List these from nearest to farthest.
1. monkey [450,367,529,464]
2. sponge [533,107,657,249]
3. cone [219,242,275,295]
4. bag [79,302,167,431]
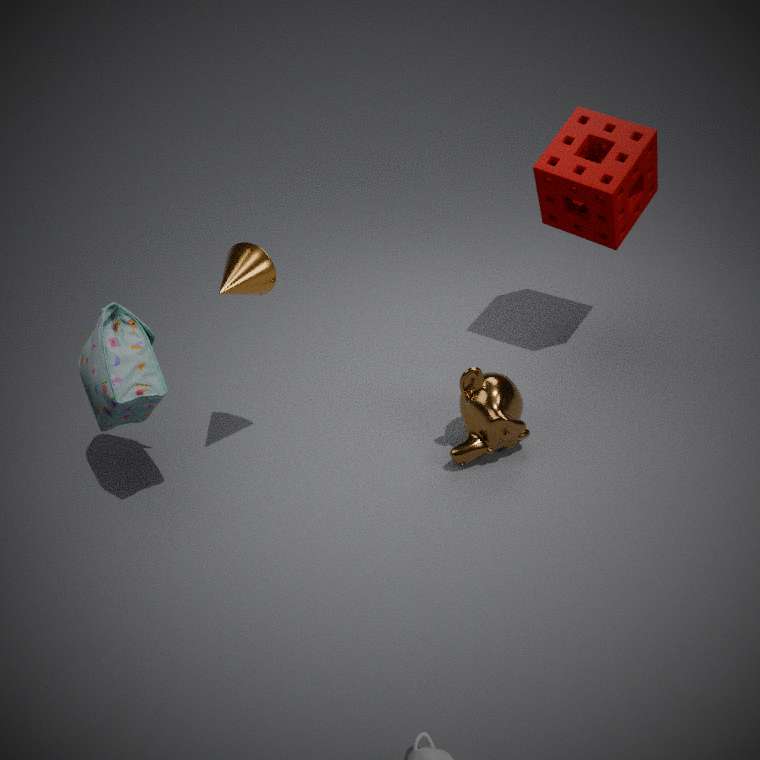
cone [219,242,275,295] → bag [79,302,167,431] → monkey [450,367,529,464] → sponge [533,107,657,249]
